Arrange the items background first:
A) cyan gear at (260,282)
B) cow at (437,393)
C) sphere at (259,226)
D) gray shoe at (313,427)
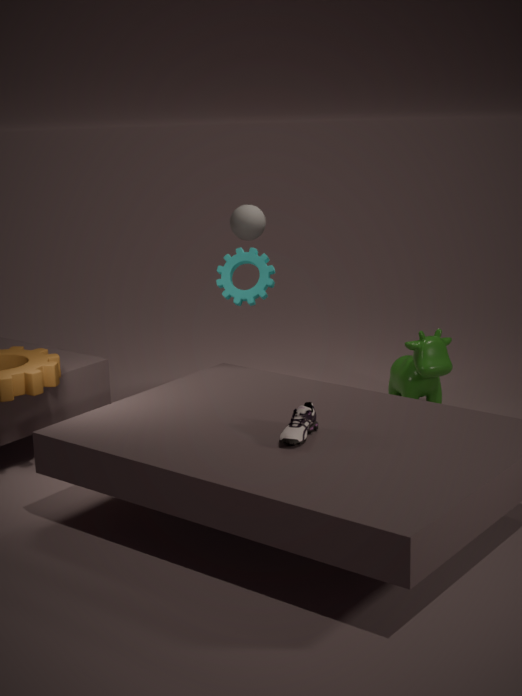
sphere at (259,226) → cow at (437,393) → cyan gear at (260,282) → gray shoe at (313,427)
